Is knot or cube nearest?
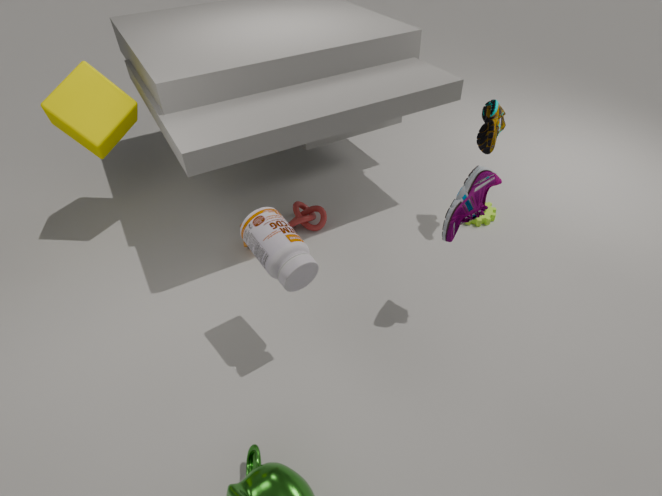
cube
